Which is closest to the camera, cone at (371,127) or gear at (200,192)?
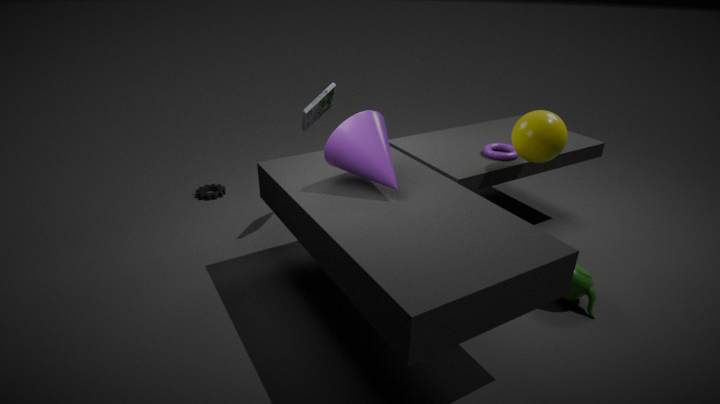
cone at (371,127)
